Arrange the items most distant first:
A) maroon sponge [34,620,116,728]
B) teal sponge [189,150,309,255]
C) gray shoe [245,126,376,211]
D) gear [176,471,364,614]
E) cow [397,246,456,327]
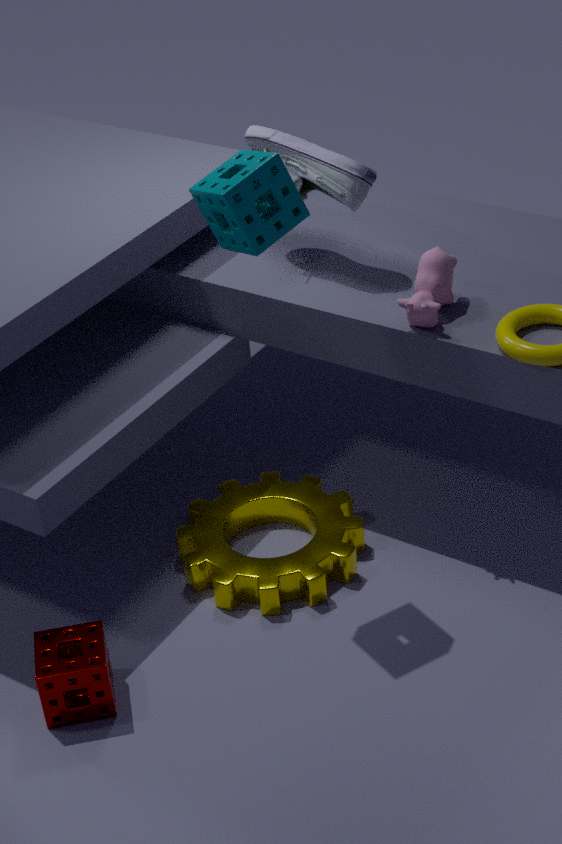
gray shoe [245,126,376,211] → gear [176,471,364,614] → cow [397,246,456,327] → maroon sponge [34,620,116,728] → teal sponge [189,150,309,255]
